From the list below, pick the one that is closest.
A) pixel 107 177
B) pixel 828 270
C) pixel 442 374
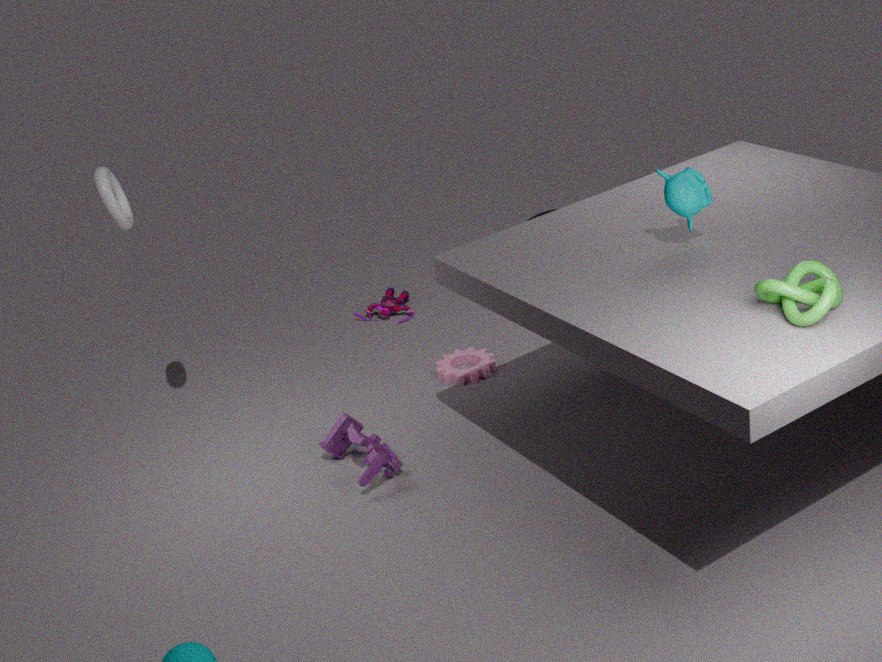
pixel 828 270
